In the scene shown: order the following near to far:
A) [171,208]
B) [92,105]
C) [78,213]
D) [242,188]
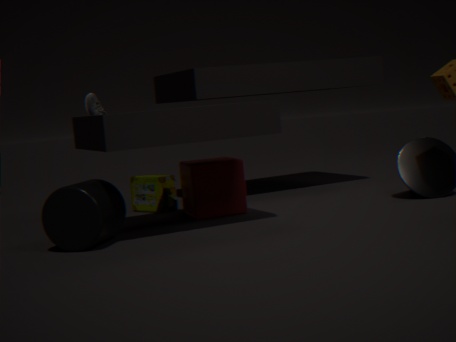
[78,213], [242,188], [92,105], [171,208]
